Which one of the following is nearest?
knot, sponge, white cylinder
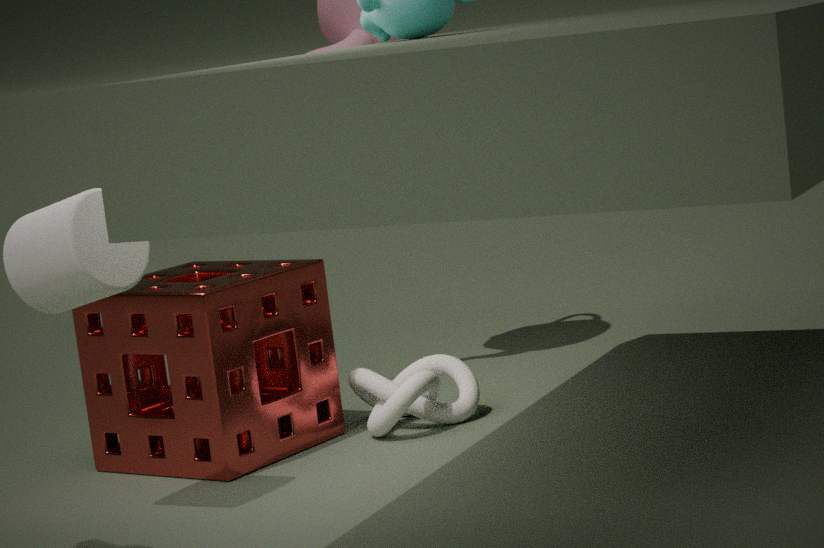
white cylinder
